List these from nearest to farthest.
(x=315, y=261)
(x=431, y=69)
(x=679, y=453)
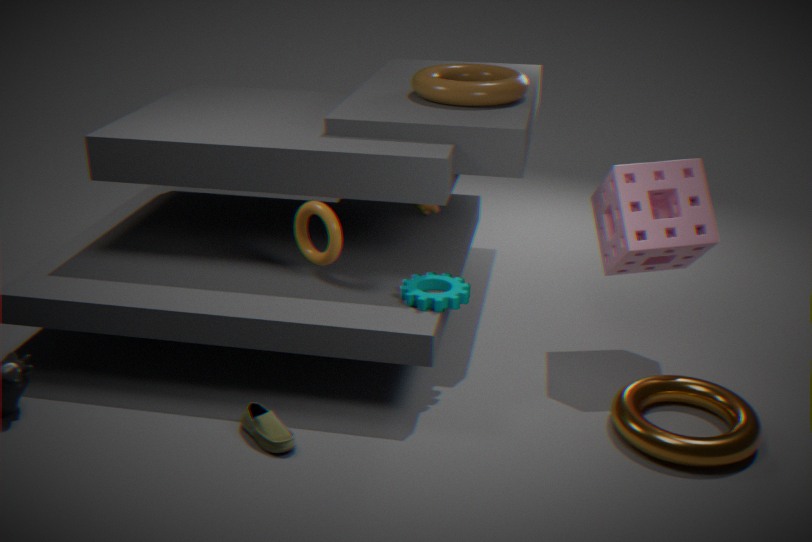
(x=679, y=453) < (x=315, y=261) < (x=431, y=69)
